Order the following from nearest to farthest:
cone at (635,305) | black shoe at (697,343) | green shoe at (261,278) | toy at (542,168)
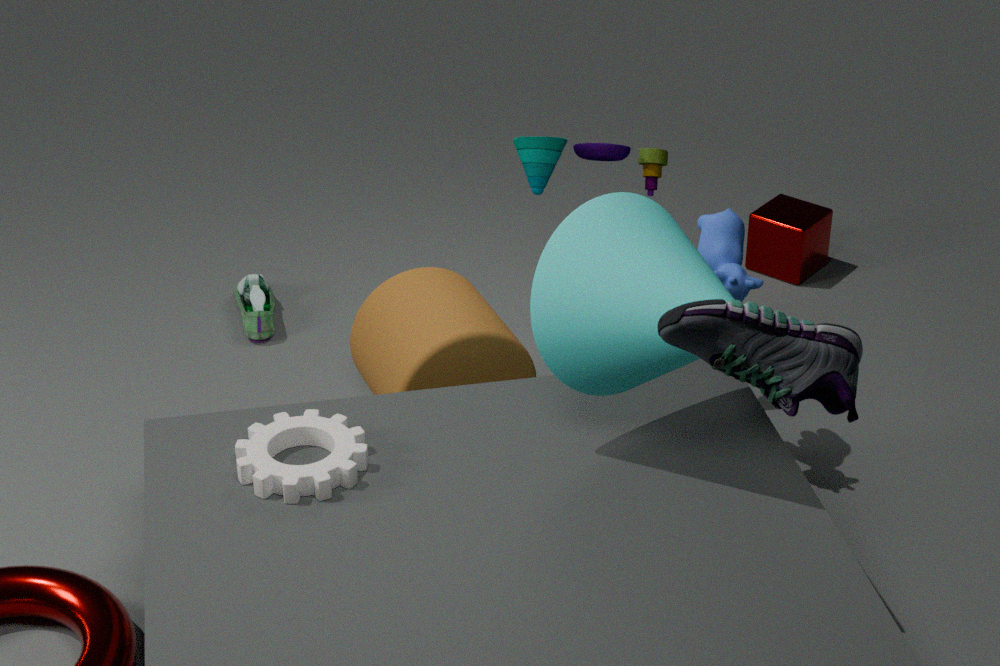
black shoe at (697,343), cone at (635,305), toy at (542,168), green shoe at (261,278)
